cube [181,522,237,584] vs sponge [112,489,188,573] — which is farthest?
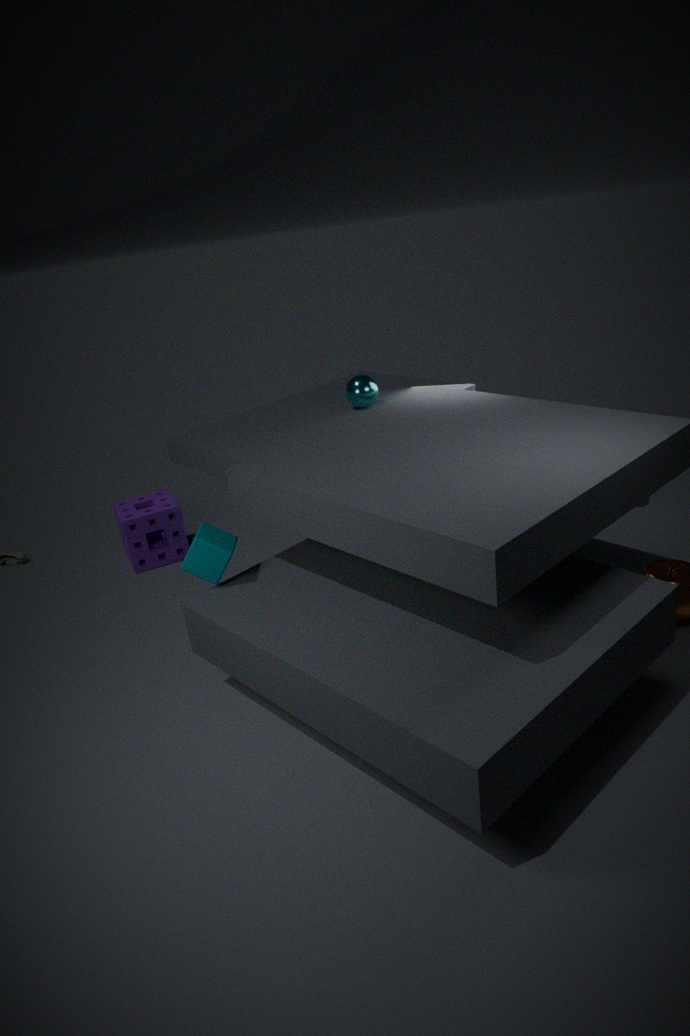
sponge [112,489,188,573]
